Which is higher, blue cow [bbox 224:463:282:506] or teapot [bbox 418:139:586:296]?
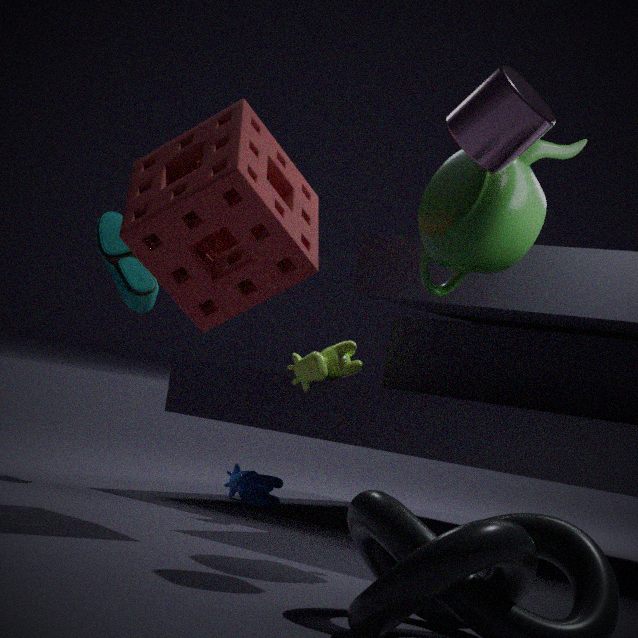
teapot [bbox 418:139:586:296]
